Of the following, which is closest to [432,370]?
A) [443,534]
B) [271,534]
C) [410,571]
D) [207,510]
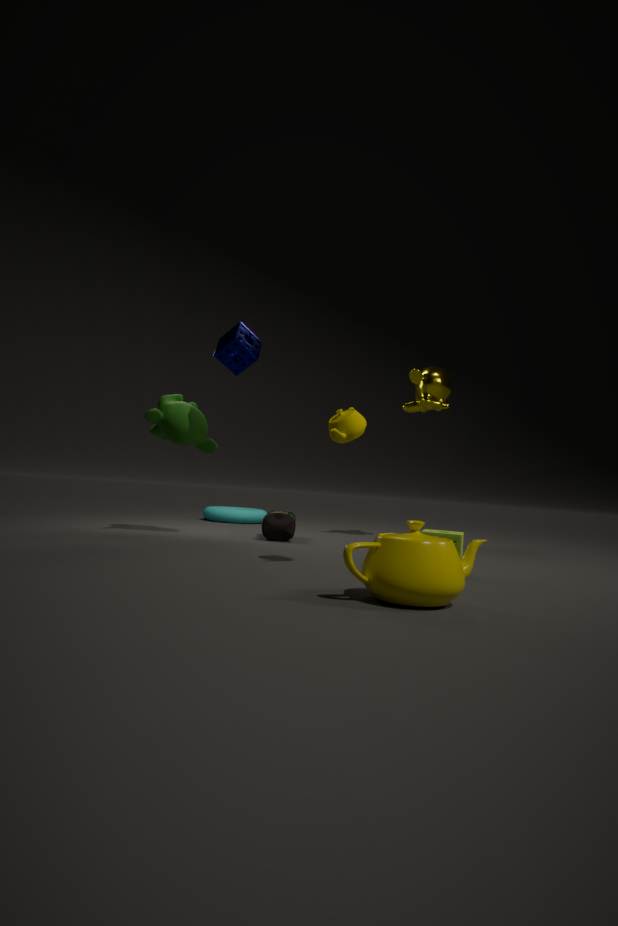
[271,534]
